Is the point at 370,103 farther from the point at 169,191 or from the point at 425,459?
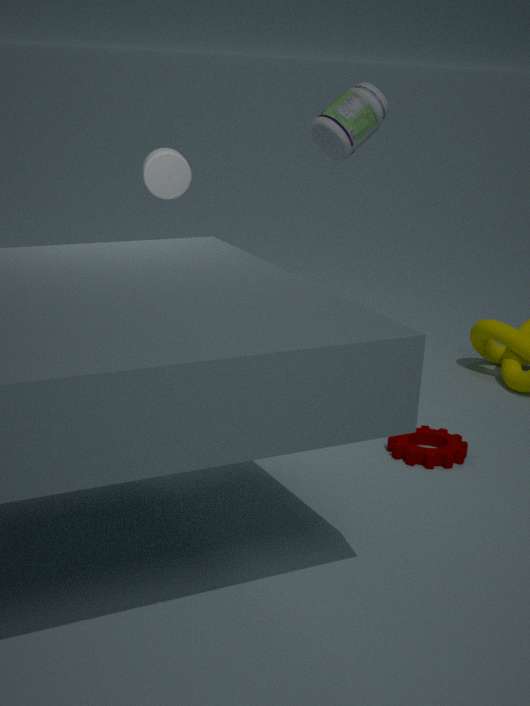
the point at 425,459
